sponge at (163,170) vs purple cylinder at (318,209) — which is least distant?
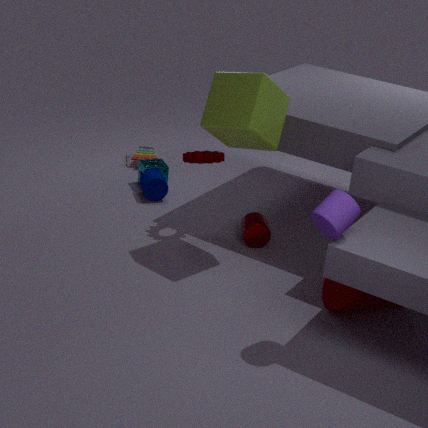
purple cylinder at (318,209)
